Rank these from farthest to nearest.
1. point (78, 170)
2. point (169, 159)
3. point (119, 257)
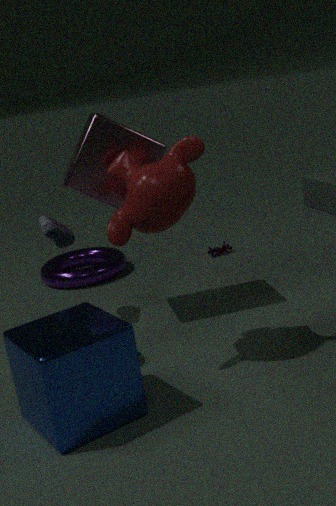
point (119, 257) < point (78, 170) < point (169, 159)
